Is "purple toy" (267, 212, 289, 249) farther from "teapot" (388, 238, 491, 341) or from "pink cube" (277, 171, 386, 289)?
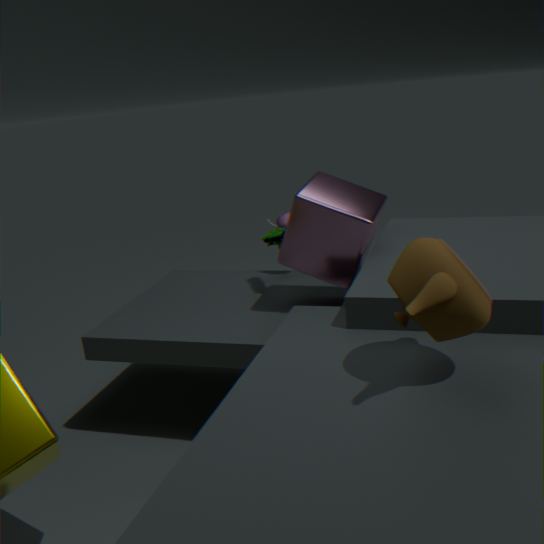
"teapot" (388, 238, 491, 341)
